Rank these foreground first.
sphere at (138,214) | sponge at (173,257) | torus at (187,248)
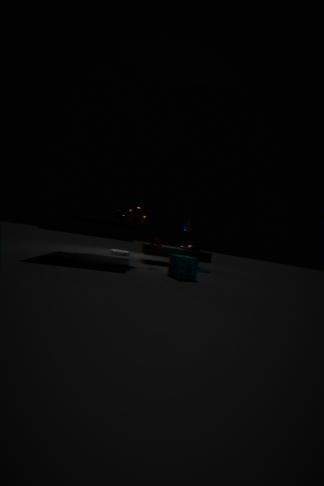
sponge at (173,257)
sphere at (138,214)
torus at (187,248)
